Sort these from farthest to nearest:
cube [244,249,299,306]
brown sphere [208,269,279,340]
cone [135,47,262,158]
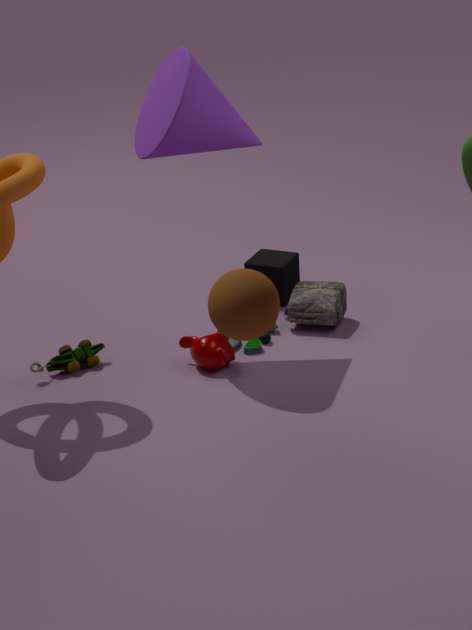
cube [244,249,299,306], cone [135,47,262,158], brown sphere [208,269,279,340]
